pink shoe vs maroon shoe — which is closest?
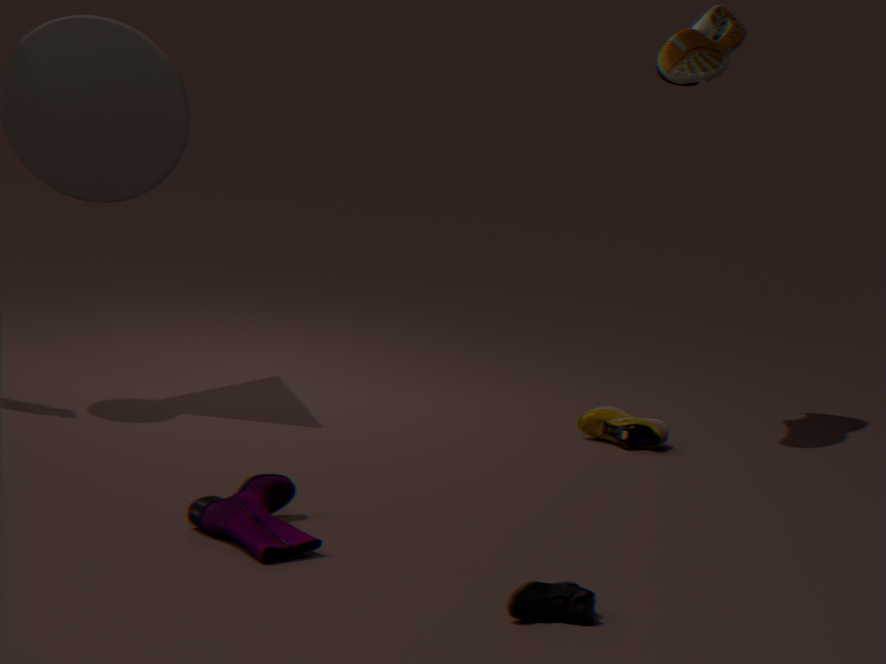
pink shoe
